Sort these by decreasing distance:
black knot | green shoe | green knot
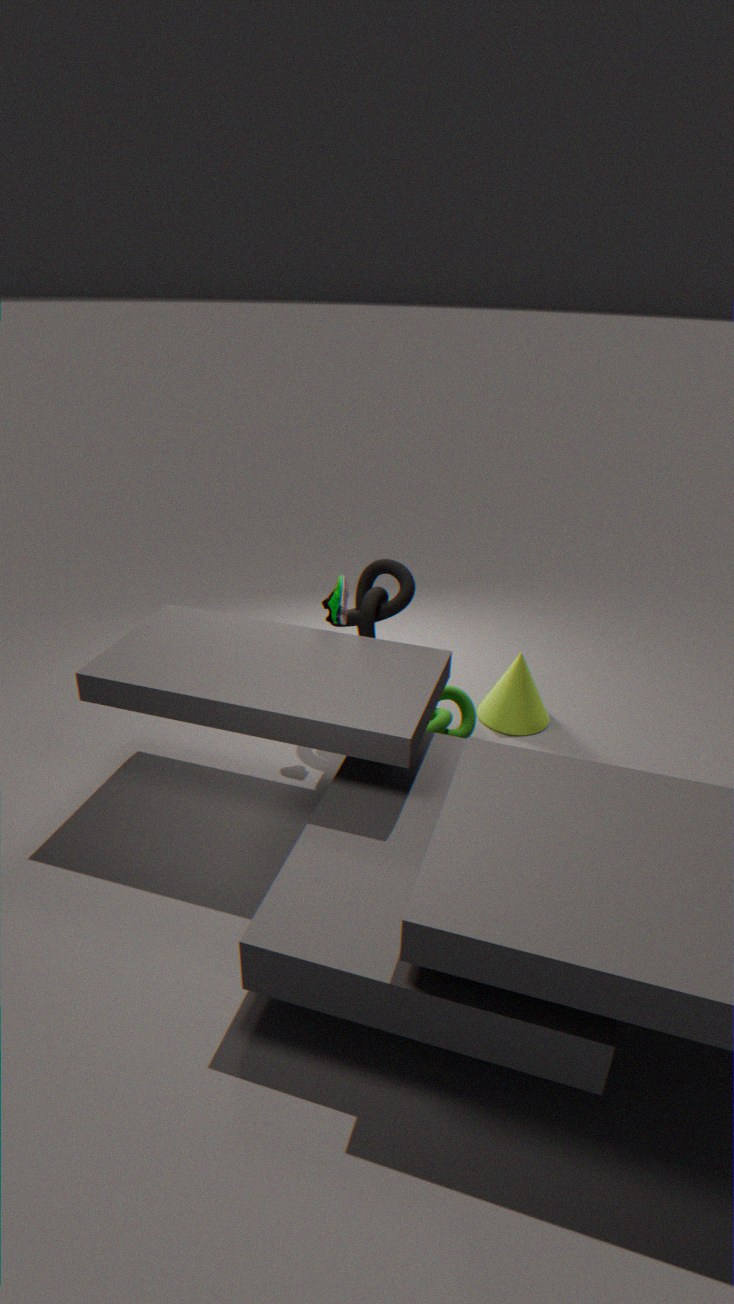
green knot, green shoe, black knot
